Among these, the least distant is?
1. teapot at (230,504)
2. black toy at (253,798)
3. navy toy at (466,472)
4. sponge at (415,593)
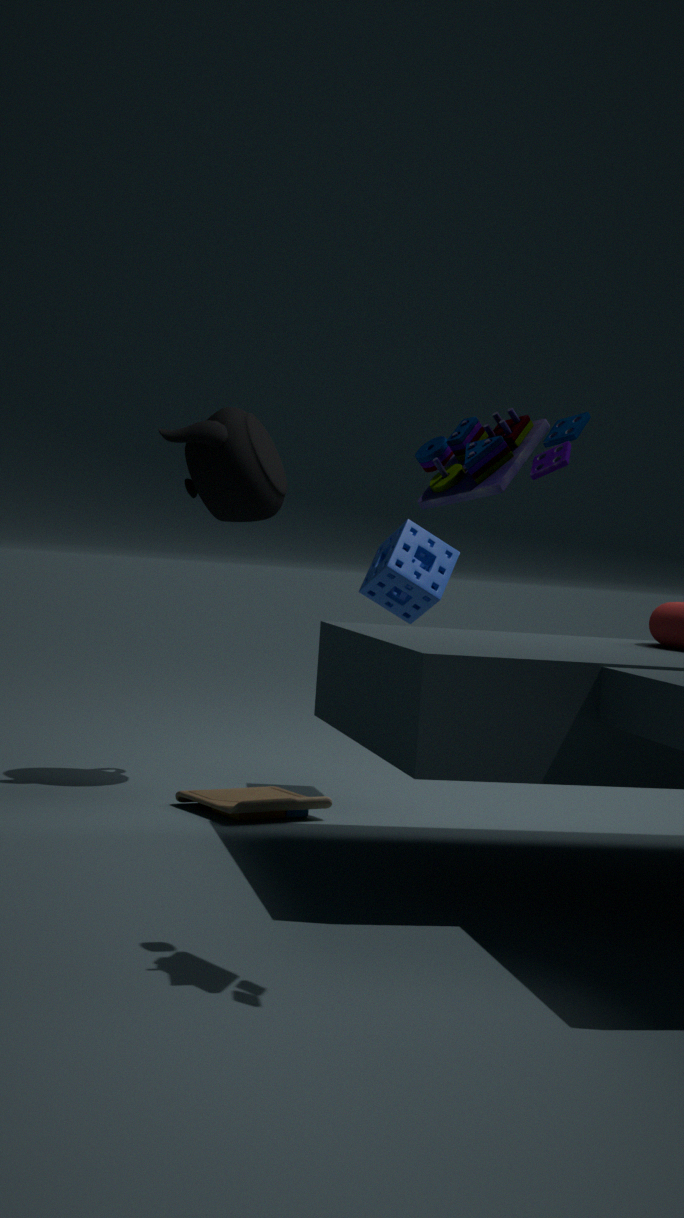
navy toy at (466,472)
